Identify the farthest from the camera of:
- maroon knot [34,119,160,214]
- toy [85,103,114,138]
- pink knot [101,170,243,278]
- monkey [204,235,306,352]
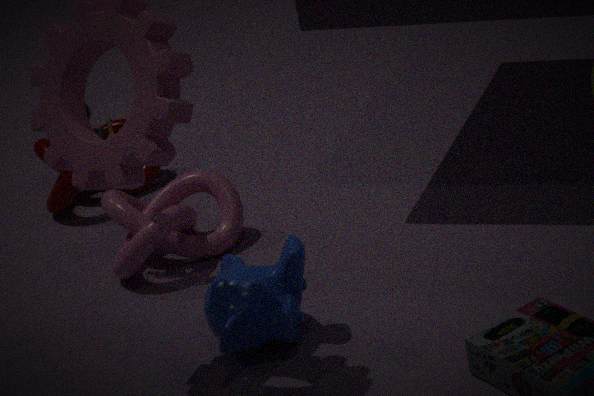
maroon knot [34,119,160,214]
